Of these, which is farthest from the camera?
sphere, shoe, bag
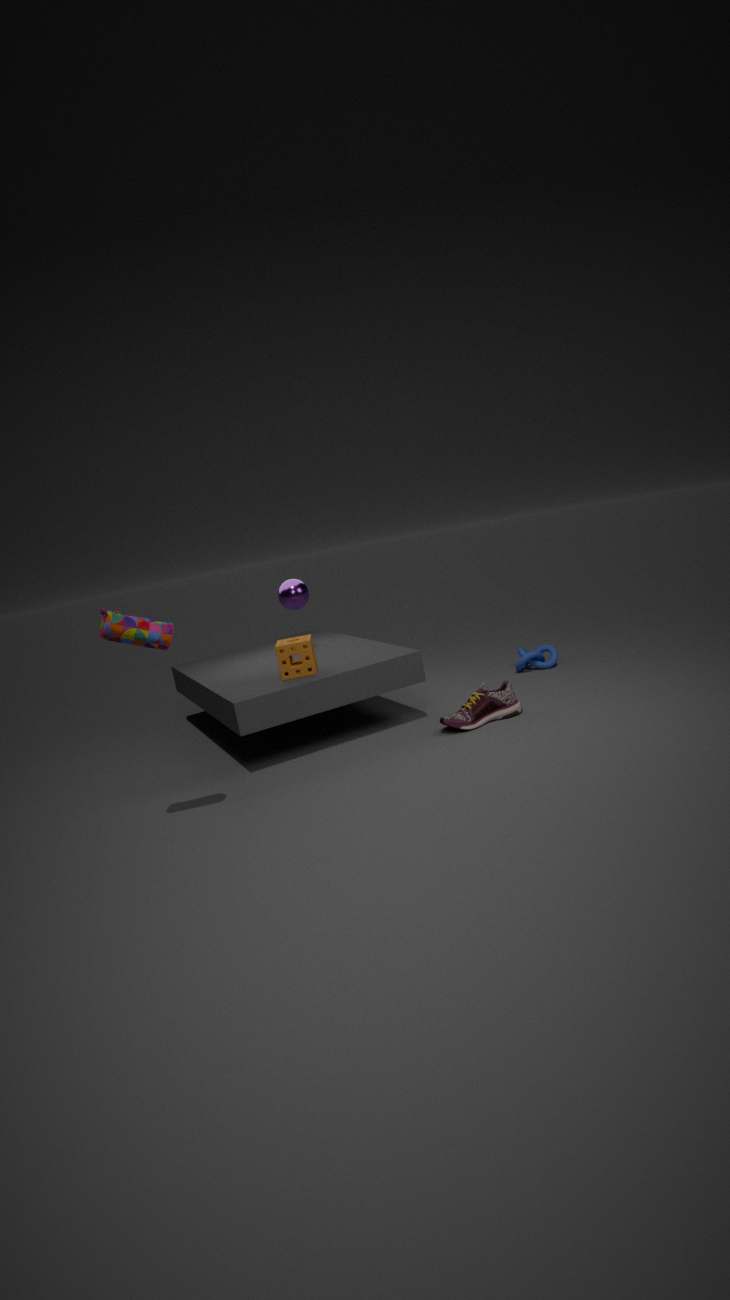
sphere
